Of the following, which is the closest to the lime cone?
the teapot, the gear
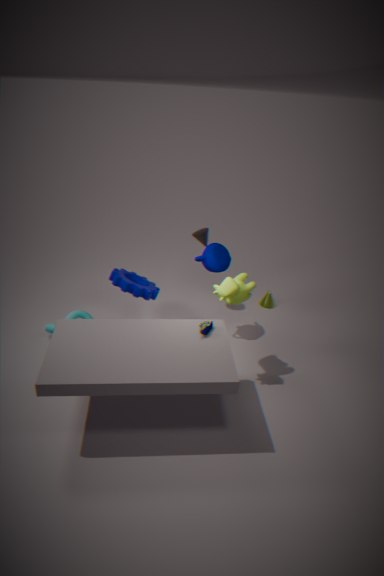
the teapot
